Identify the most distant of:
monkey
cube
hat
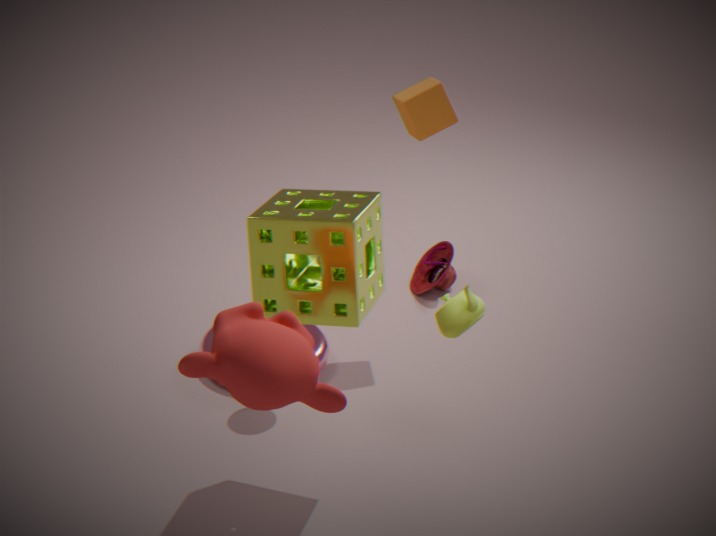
hat
